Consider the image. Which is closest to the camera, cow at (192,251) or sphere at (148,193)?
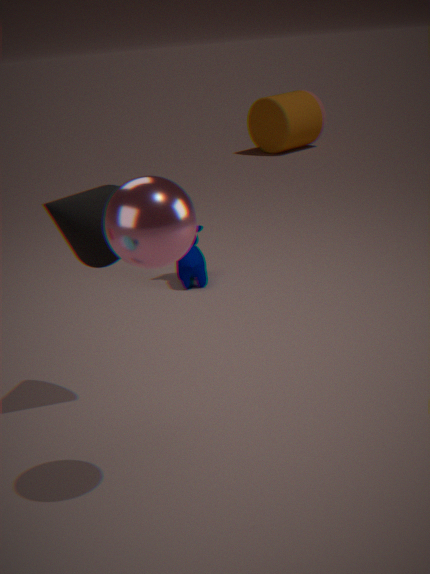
sphere at (148,193)
